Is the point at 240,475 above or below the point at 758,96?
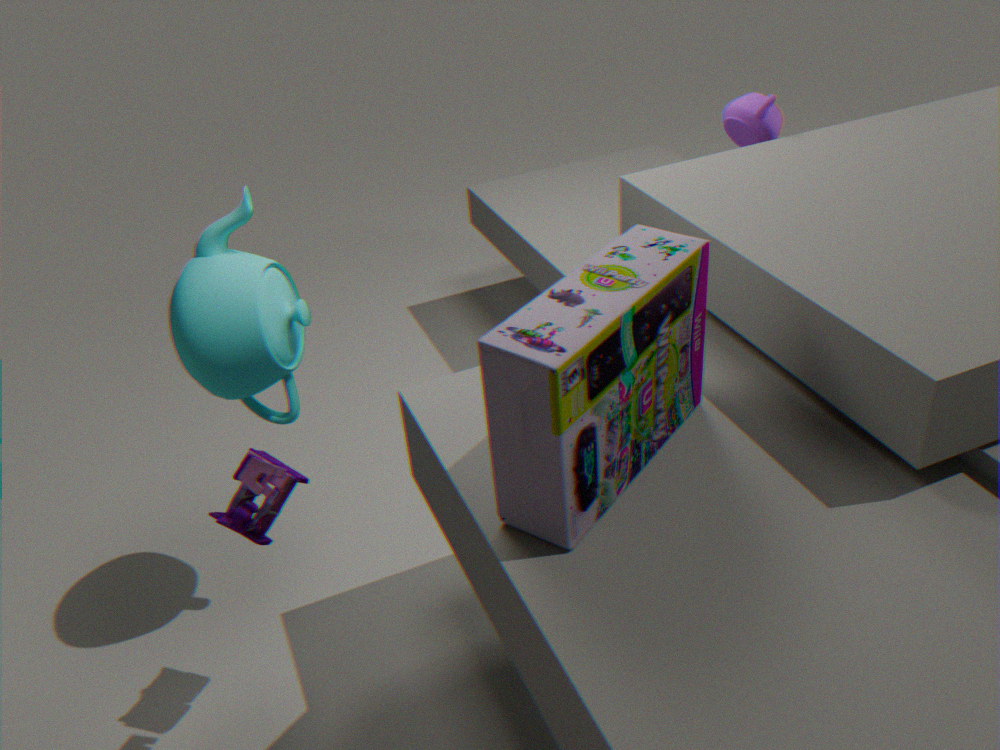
below
